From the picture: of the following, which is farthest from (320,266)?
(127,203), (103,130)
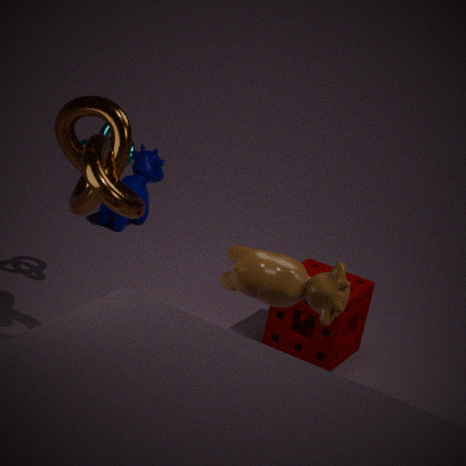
(127,203)
